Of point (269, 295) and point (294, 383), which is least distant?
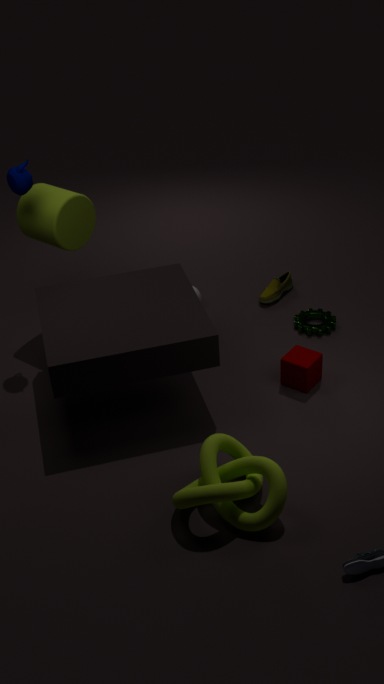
point (294, 383)
